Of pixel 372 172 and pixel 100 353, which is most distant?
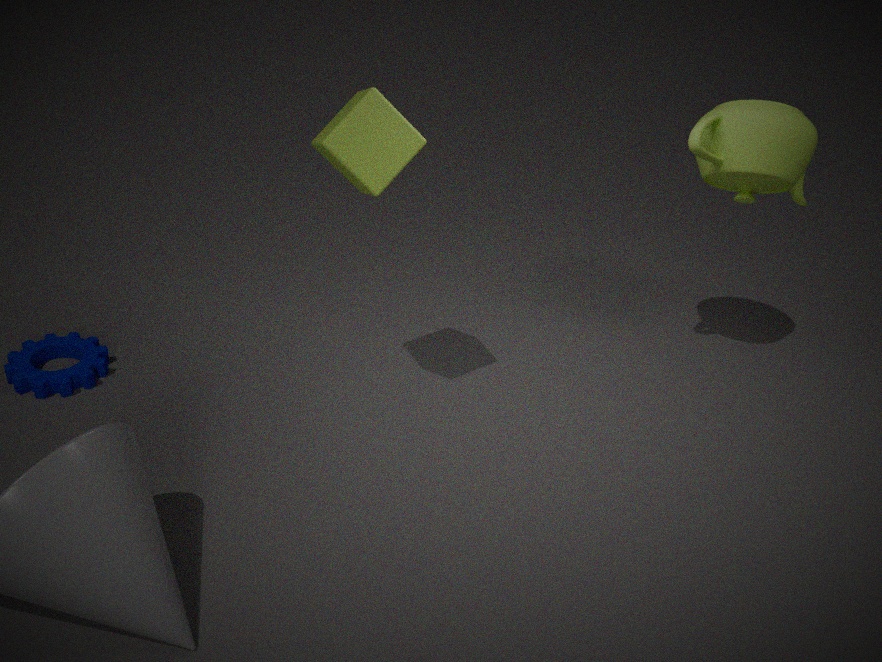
pixel 100 353
